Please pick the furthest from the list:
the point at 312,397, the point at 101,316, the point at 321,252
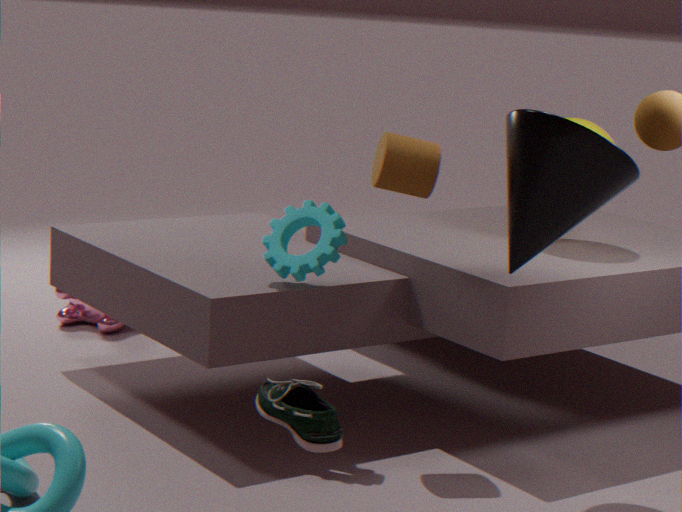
the point at 101,316
